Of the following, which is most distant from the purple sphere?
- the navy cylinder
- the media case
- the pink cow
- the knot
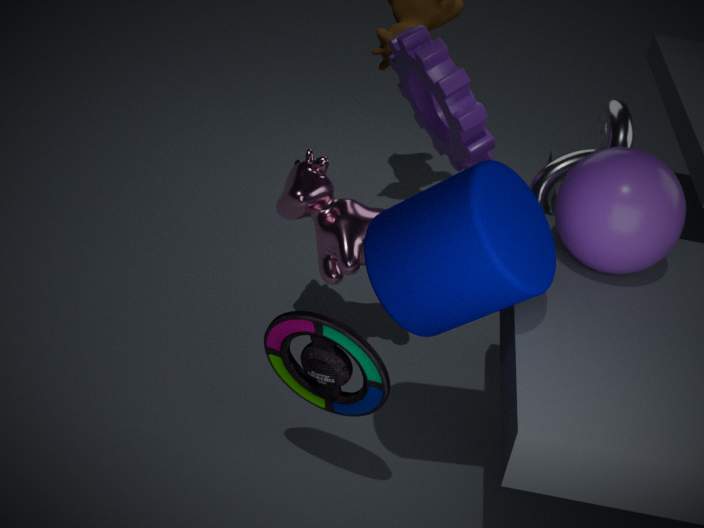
the media case
